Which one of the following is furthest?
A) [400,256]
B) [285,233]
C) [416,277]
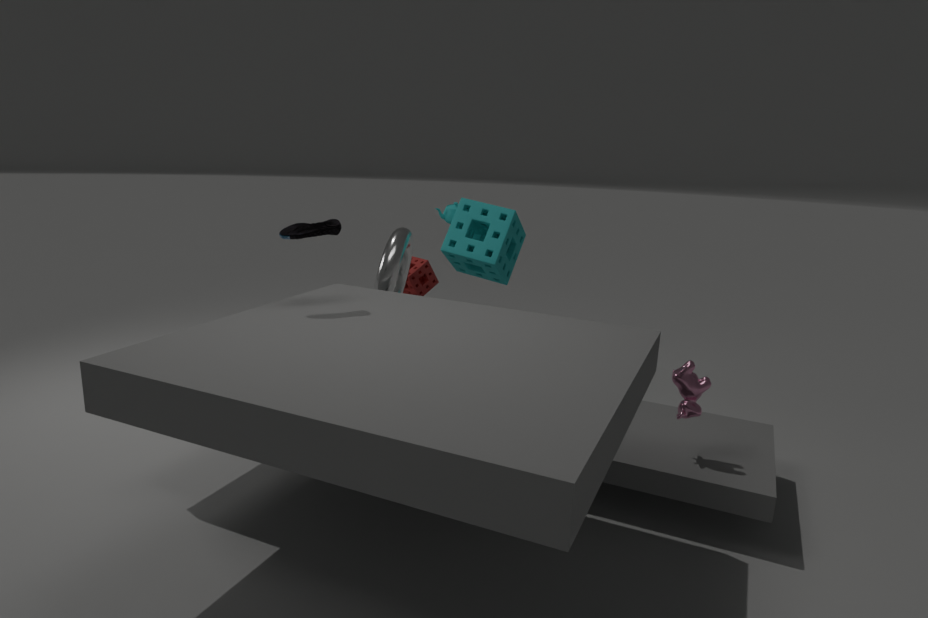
[416,277]
